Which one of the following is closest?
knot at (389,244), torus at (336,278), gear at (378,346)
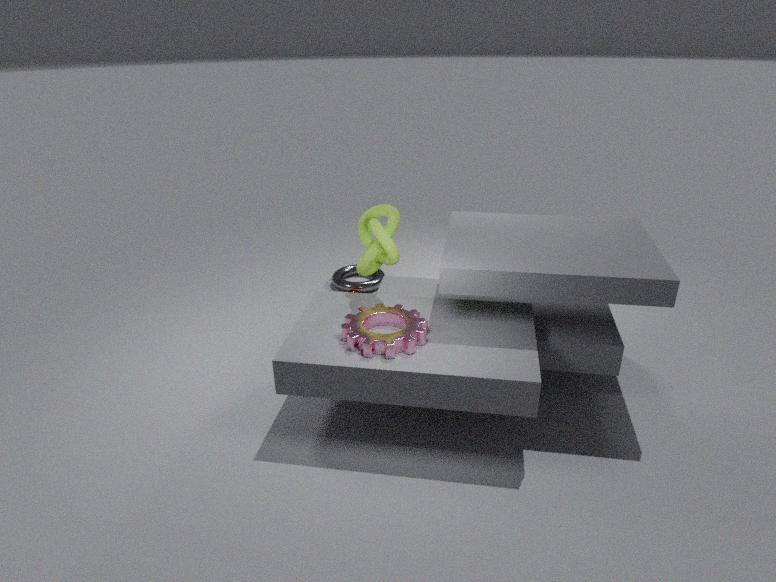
gear at (378,346)
